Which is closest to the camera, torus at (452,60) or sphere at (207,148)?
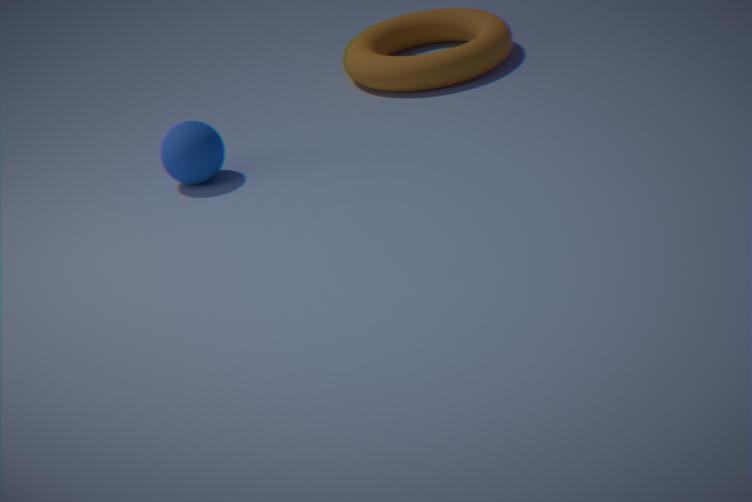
sphere at (207,148)
